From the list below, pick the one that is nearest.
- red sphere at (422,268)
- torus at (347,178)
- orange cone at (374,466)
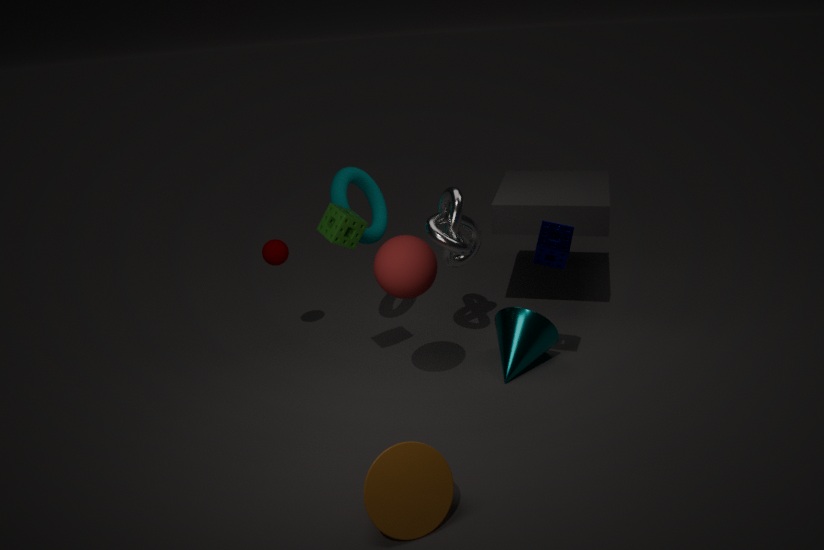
orange cone at (374,466)
